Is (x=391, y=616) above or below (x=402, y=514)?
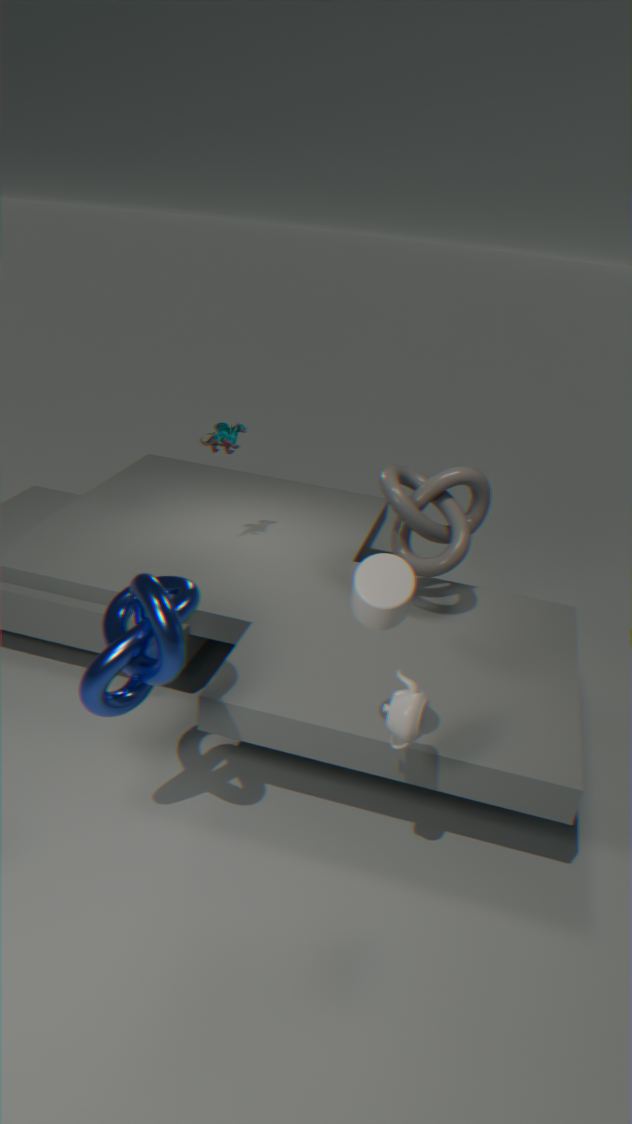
above
